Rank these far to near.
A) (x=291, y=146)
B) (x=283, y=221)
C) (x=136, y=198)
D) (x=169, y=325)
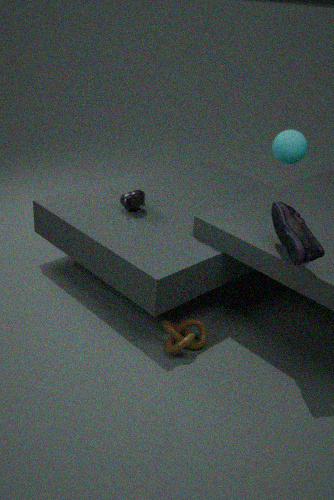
(x=136, y=198)
(x=169, y=325)
(x=291, y=146)
(x=283, y=221)
